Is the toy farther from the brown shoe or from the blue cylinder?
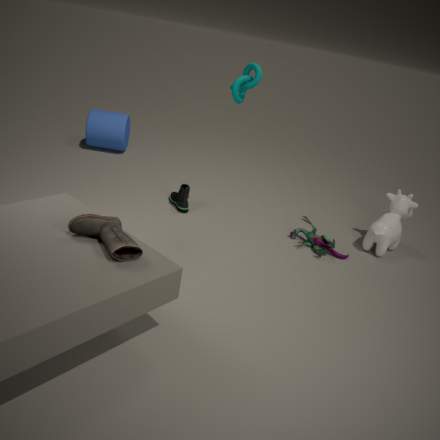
the blue cylinder
